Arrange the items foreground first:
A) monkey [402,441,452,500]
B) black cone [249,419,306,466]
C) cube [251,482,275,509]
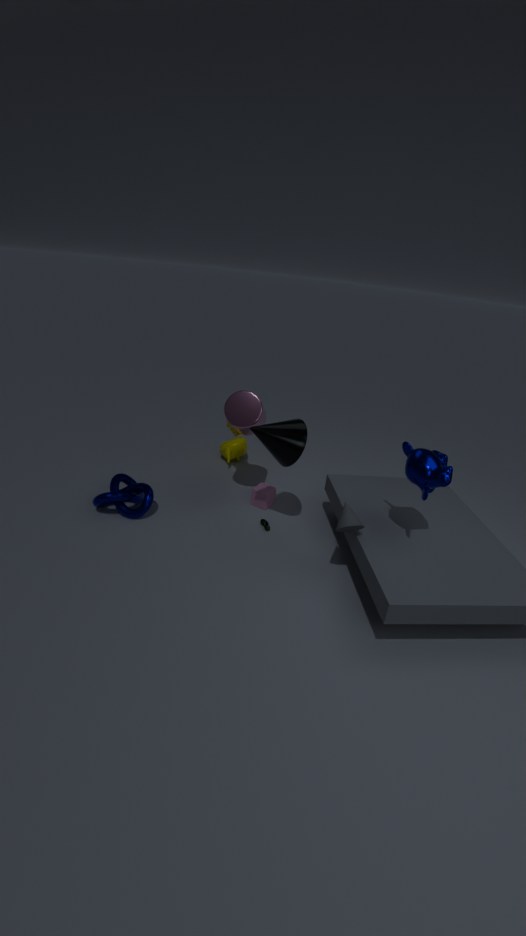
monkey [402,441,452,500] → black cone [249,419,306,466] → cube [251,482,275,509]
